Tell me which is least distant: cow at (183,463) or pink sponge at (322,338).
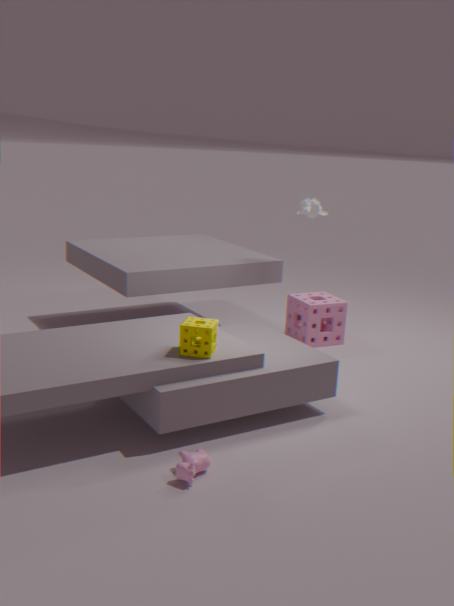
cow at (183,463)
